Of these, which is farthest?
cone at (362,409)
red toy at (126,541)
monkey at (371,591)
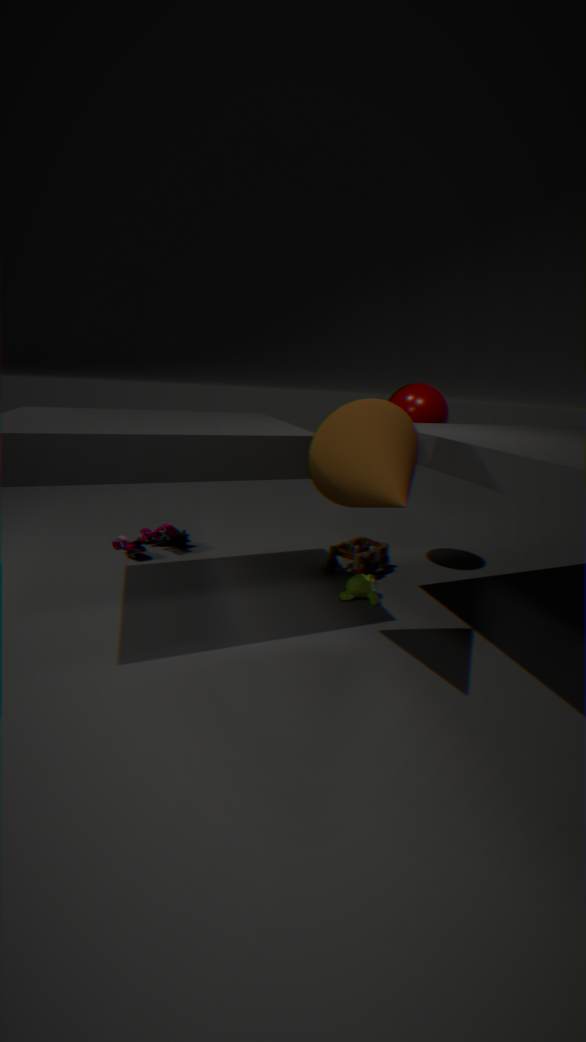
red toy at (126,541)
